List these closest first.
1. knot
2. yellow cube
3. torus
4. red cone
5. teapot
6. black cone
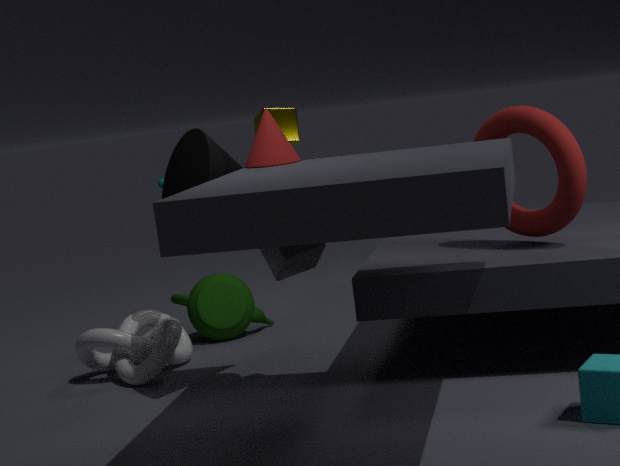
1. red cone
2. black cone
3. torus
4. knot
5. teapot
6. yellow cube
